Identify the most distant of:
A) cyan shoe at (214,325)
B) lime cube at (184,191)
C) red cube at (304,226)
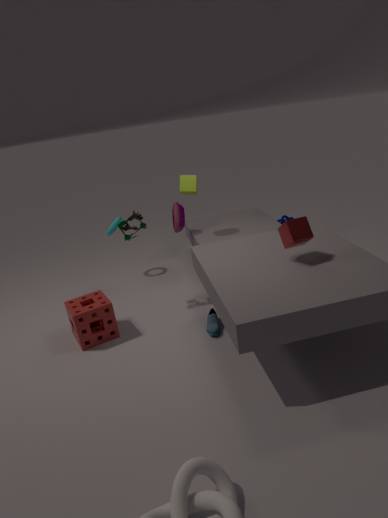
lime cube at (184,191)
